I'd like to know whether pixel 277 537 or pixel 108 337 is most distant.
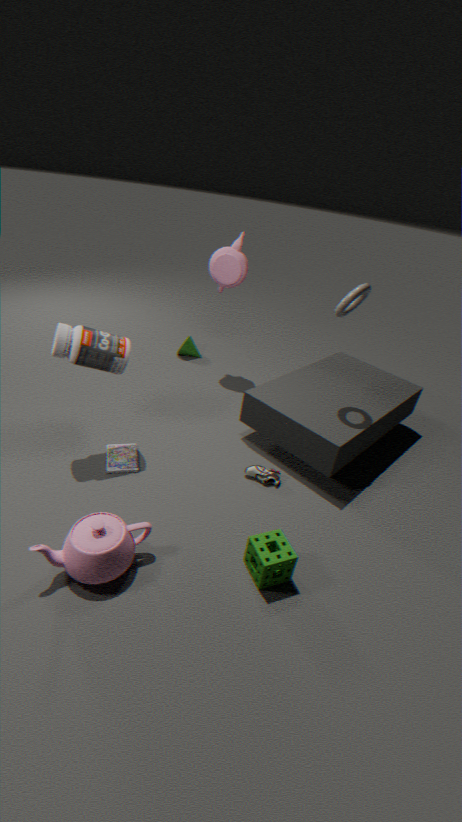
pixel 108 337
